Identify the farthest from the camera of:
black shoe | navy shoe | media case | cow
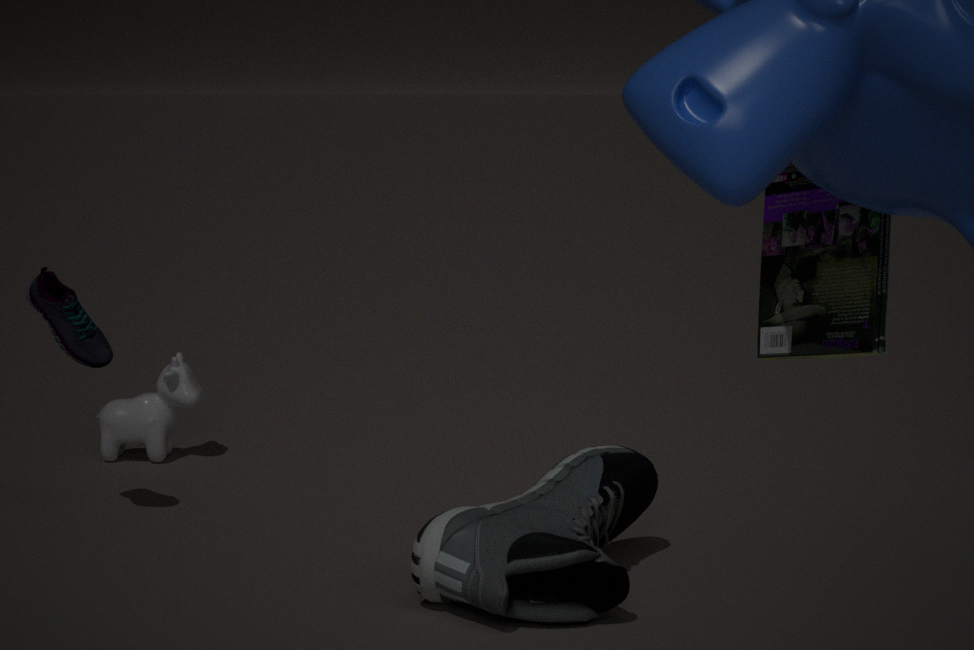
cow
